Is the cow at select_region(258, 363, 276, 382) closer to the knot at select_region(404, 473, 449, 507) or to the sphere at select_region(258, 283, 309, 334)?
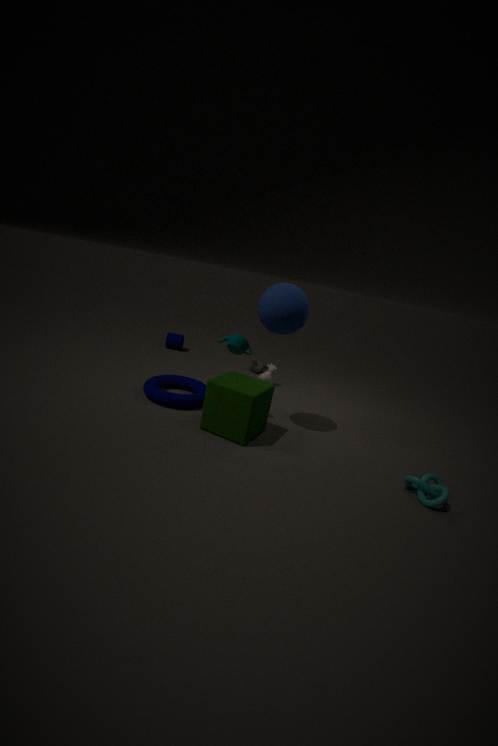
the sphere at select_region(258, 283, 309, 334)
